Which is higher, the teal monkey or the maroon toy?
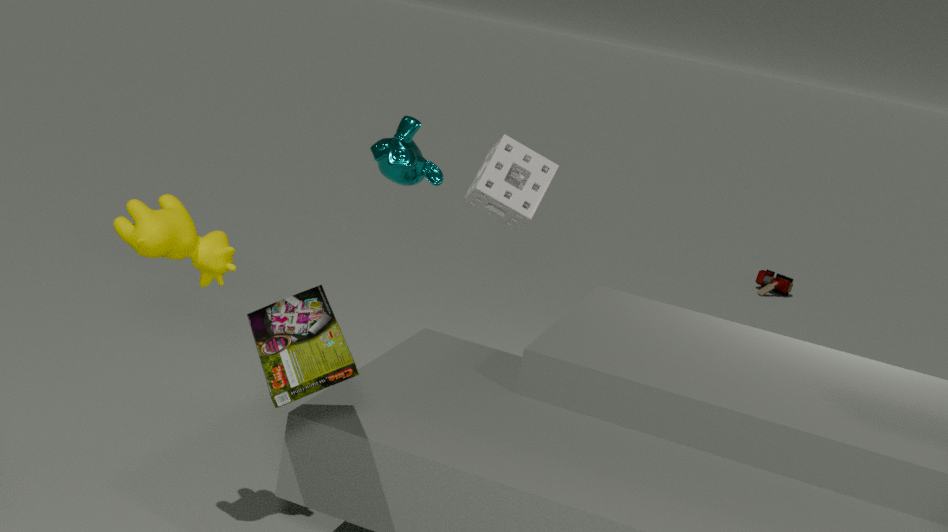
the teal monkey
